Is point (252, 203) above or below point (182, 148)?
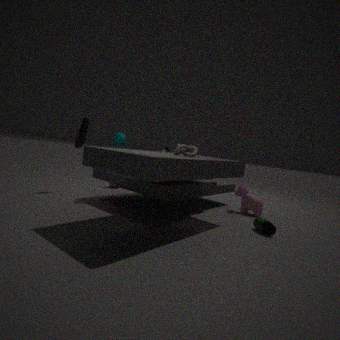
below
